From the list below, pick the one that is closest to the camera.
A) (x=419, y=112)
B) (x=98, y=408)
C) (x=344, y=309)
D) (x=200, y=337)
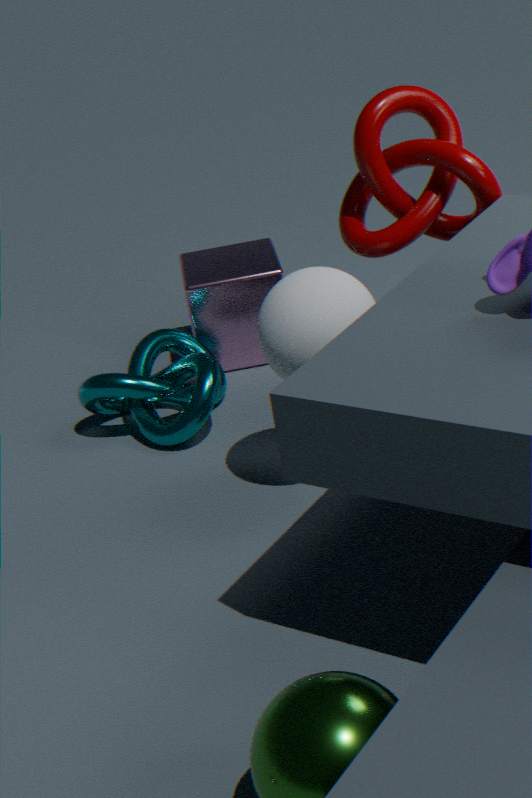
(x=344, y=309)
